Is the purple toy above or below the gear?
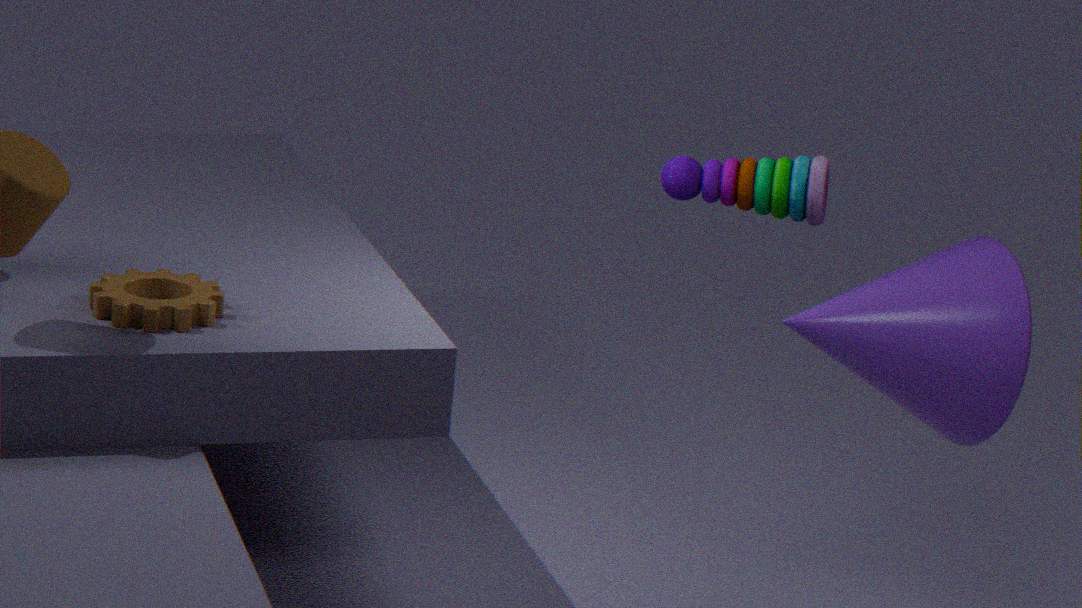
above
